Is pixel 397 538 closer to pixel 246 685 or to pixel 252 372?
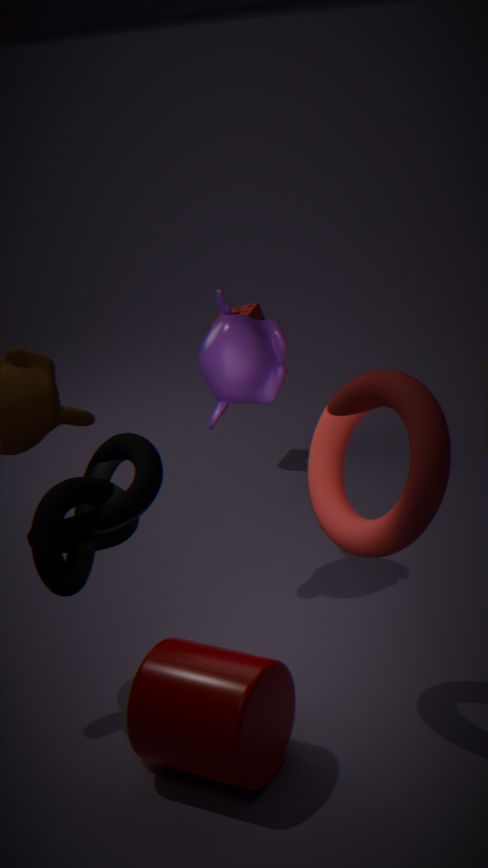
pixel 246 685
